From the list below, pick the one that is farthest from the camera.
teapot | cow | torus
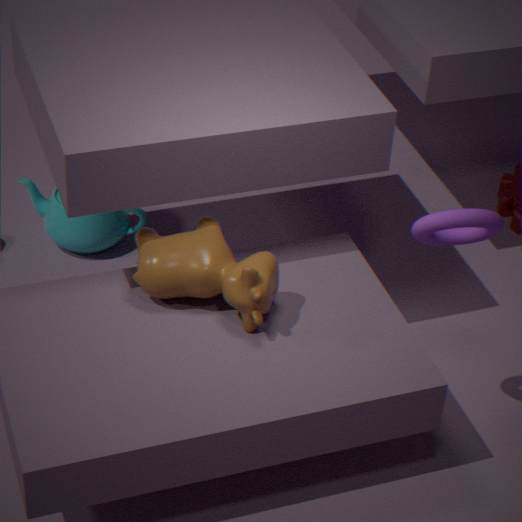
teapot
